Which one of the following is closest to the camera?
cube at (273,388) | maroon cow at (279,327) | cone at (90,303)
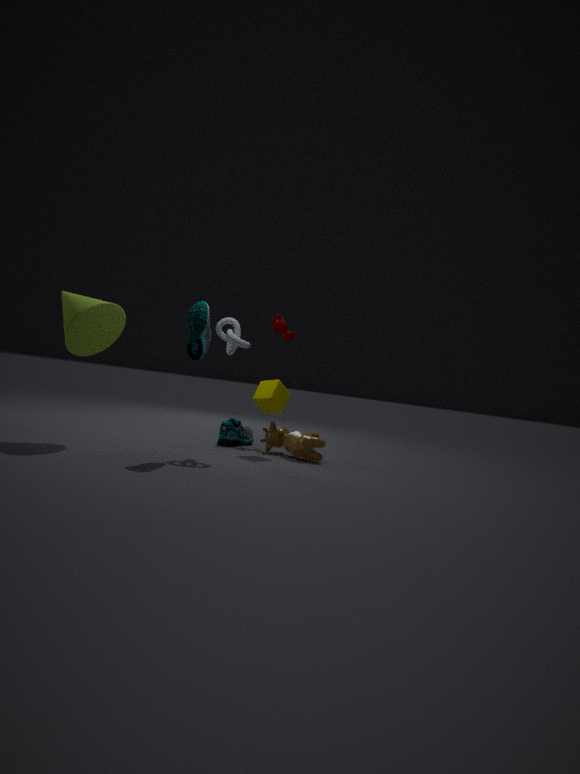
→ cone at (90,303)
